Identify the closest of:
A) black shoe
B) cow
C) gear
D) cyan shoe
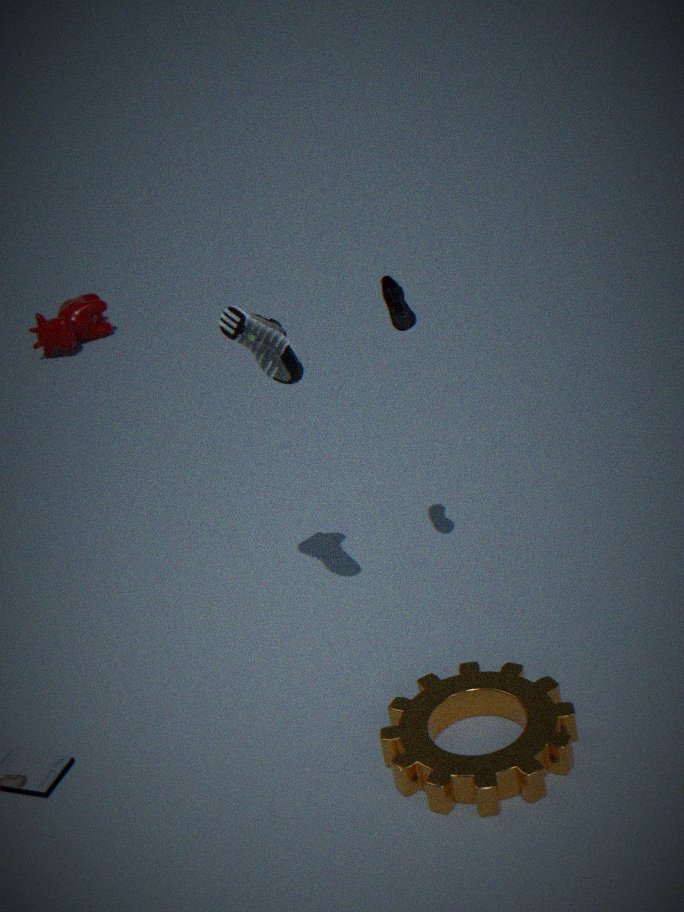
gear
